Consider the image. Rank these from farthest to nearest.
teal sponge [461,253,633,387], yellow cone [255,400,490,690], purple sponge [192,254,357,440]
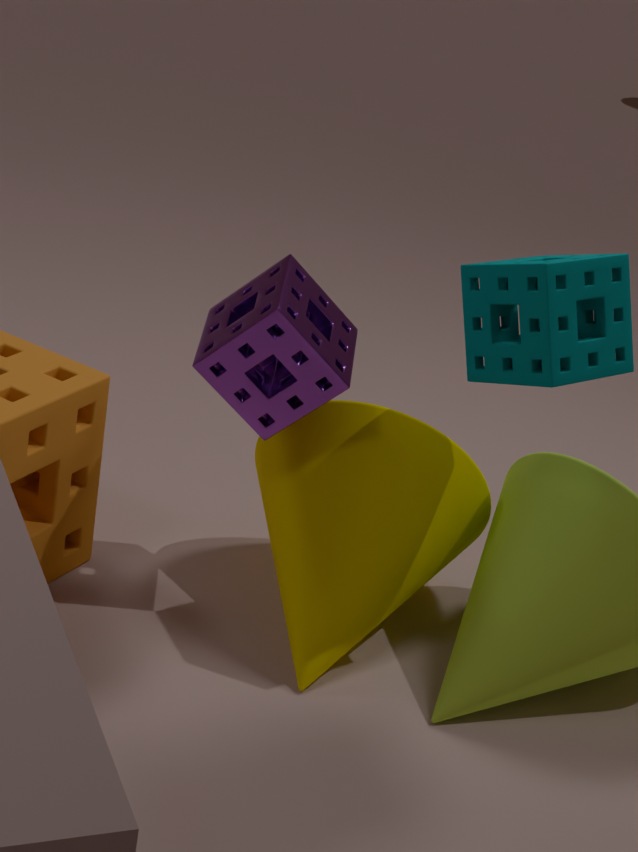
yellow cone [255,400,490,690]
purple sponge [192,254,357,440]
teal sponge [461,253,633,387]
